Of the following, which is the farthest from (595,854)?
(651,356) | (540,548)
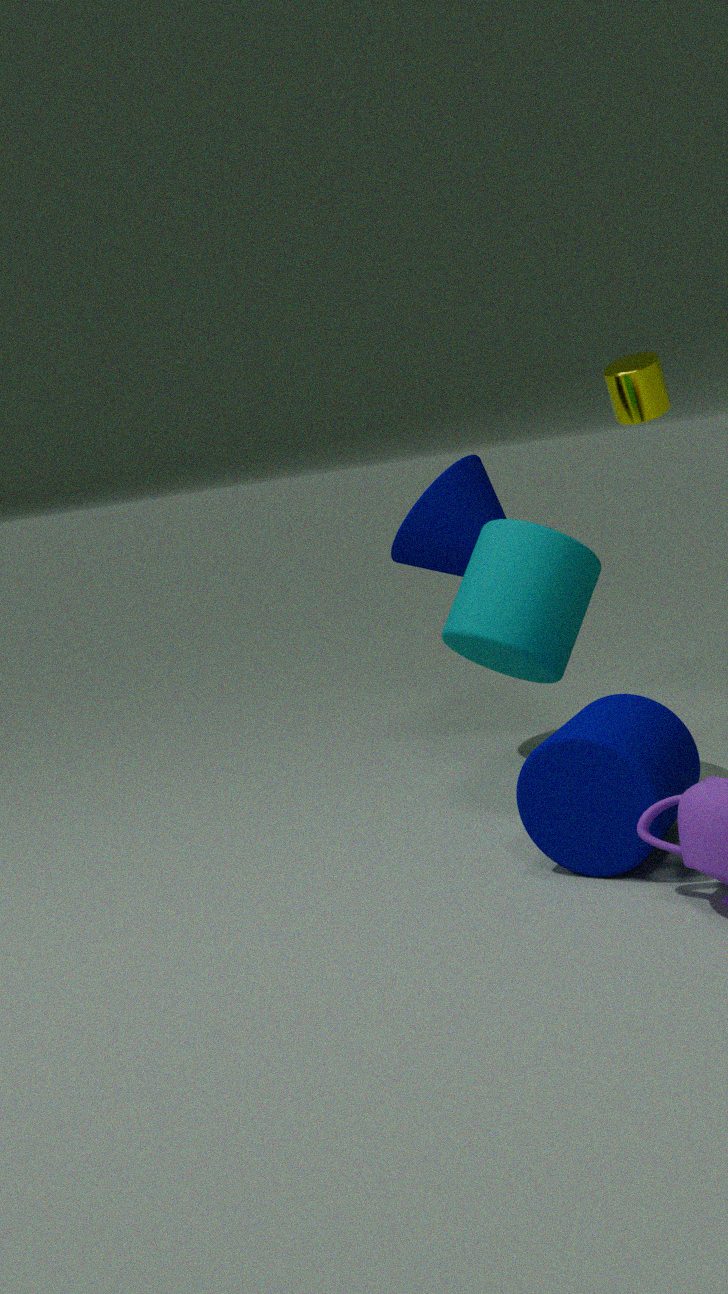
(651,356)
